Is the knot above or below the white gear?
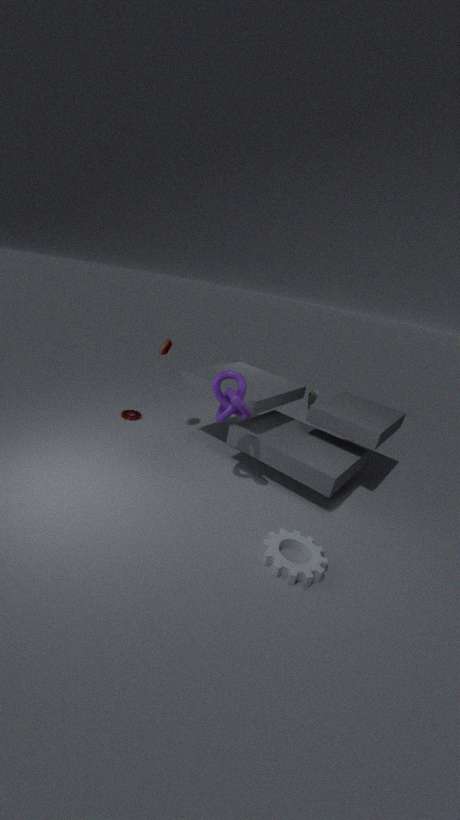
Result: above
